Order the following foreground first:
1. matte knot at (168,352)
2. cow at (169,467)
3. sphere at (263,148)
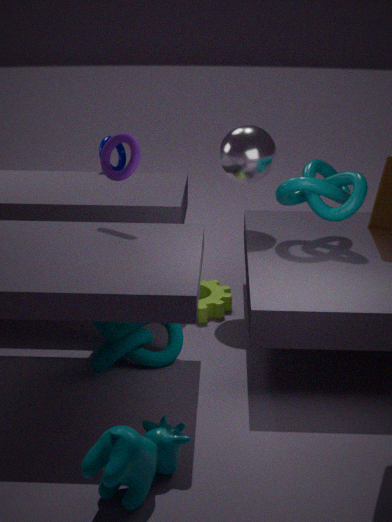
cow at (169,467) → matte knot at (168,352) → sphere at (263,148)
